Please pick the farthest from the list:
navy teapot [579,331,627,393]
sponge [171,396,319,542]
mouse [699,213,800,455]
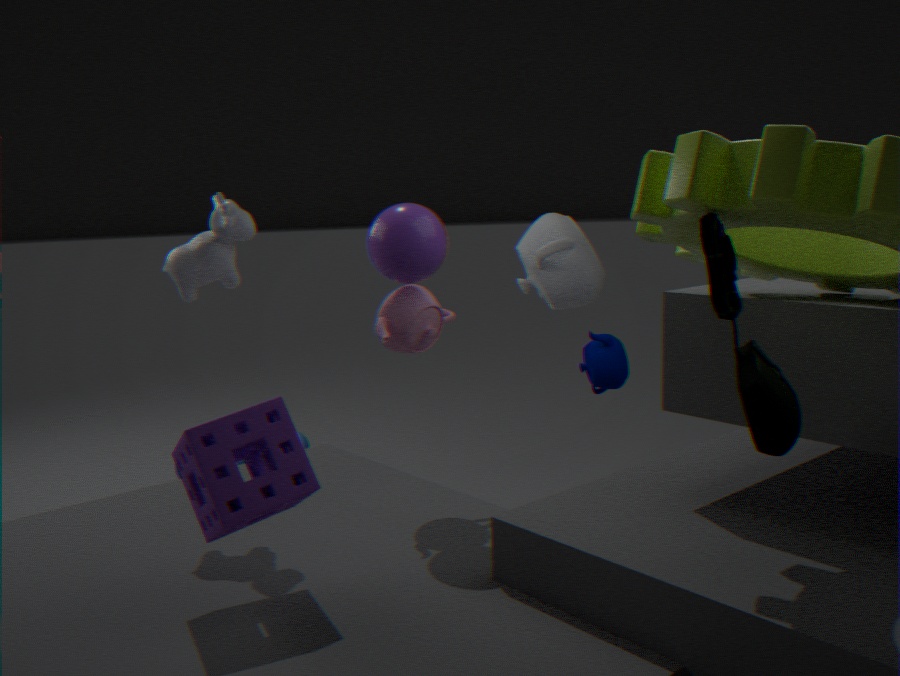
navy teapot [579,331,627,393]
